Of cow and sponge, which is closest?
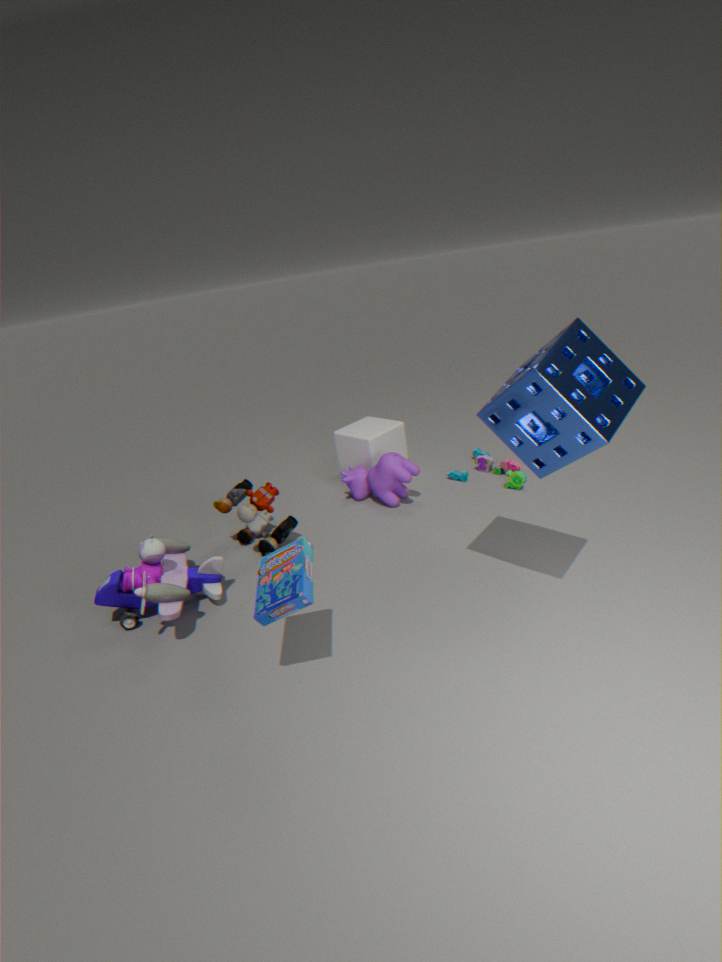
sponge
